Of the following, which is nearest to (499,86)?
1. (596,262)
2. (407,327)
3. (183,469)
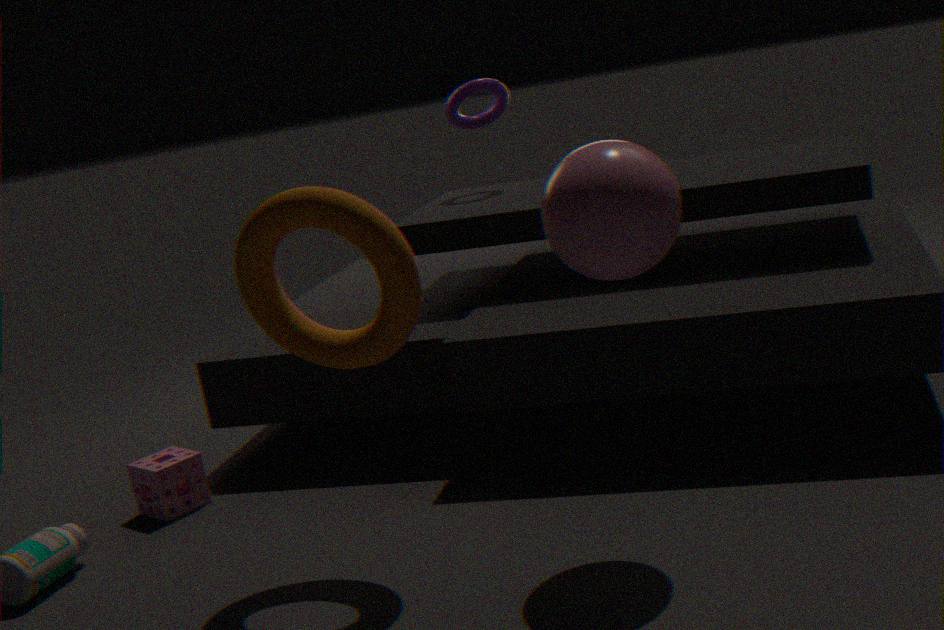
(407,327)
